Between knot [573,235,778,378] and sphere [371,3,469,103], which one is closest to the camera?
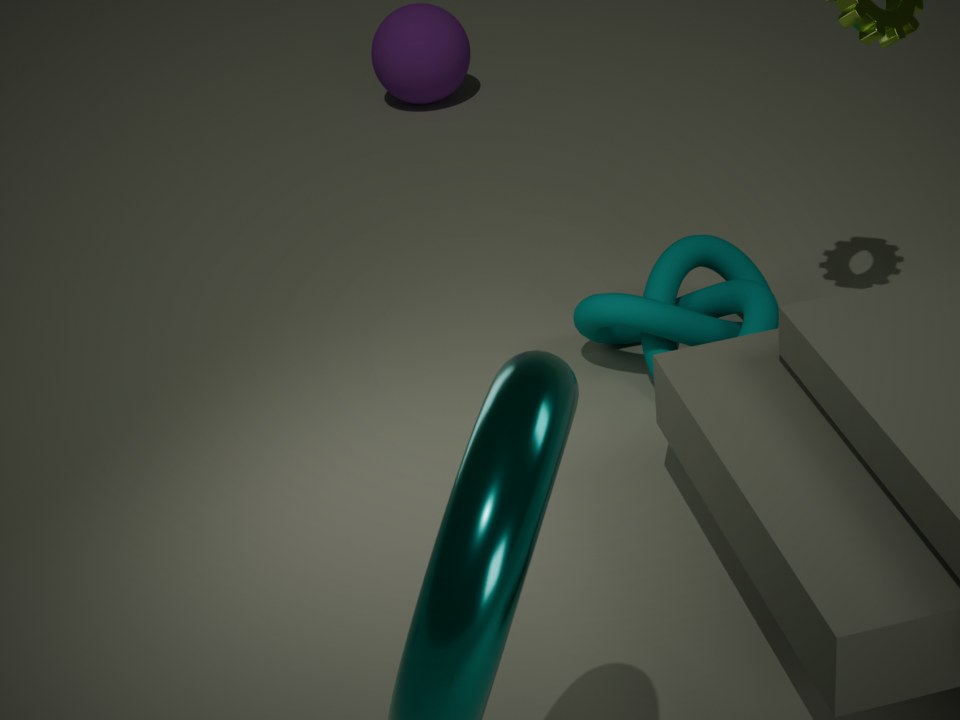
knot [573,235,778,378]
